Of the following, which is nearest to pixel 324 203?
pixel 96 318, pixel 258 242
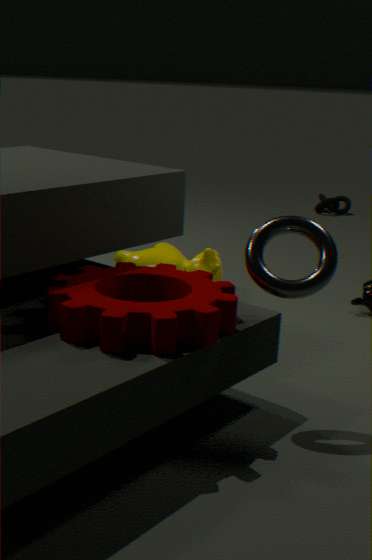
pixel 258 242
